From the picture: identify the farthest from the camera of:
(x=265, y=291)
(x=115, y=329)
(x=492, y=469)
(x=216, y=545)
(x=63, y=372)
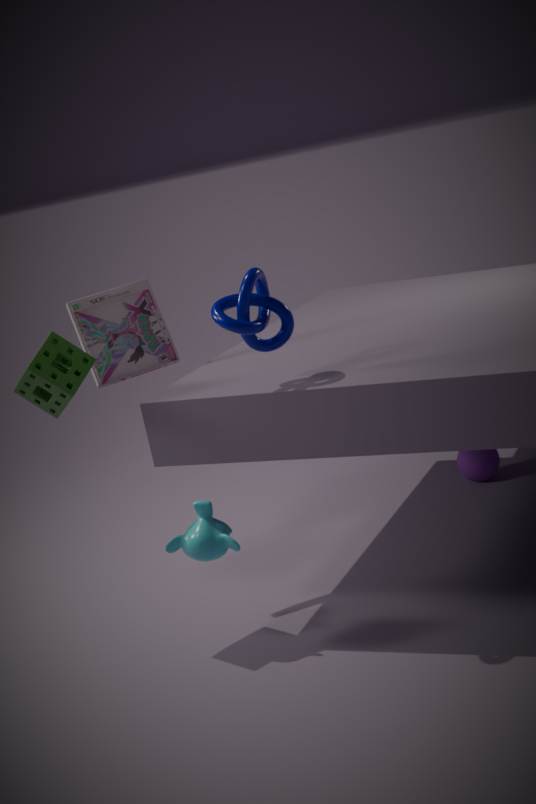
(x=492, y=469)
